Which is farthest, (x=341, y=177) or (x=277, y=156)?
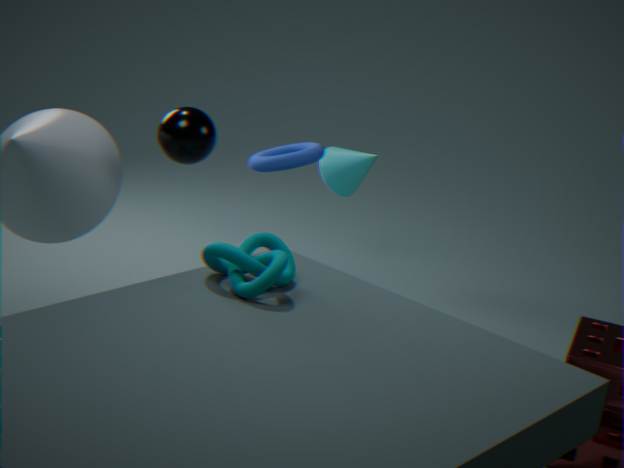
(x=341, y=177)
